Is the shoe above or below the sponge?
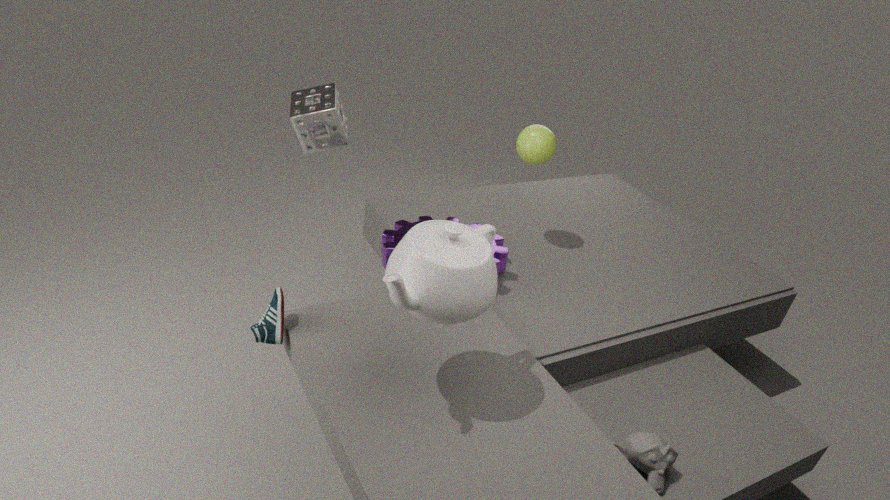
below
